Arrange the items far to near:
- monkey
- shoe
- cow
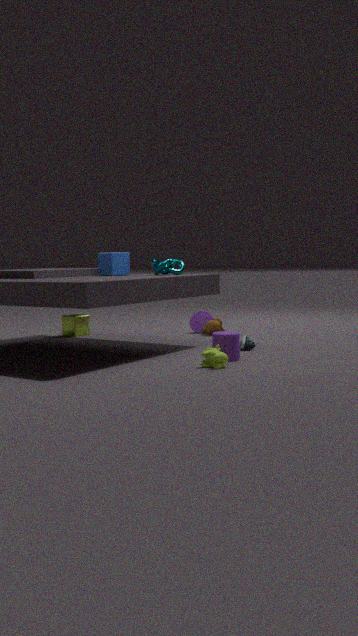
monkey < shoe < cow
